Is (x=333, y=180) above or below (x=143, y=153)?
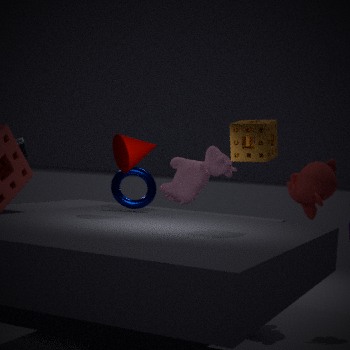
below
